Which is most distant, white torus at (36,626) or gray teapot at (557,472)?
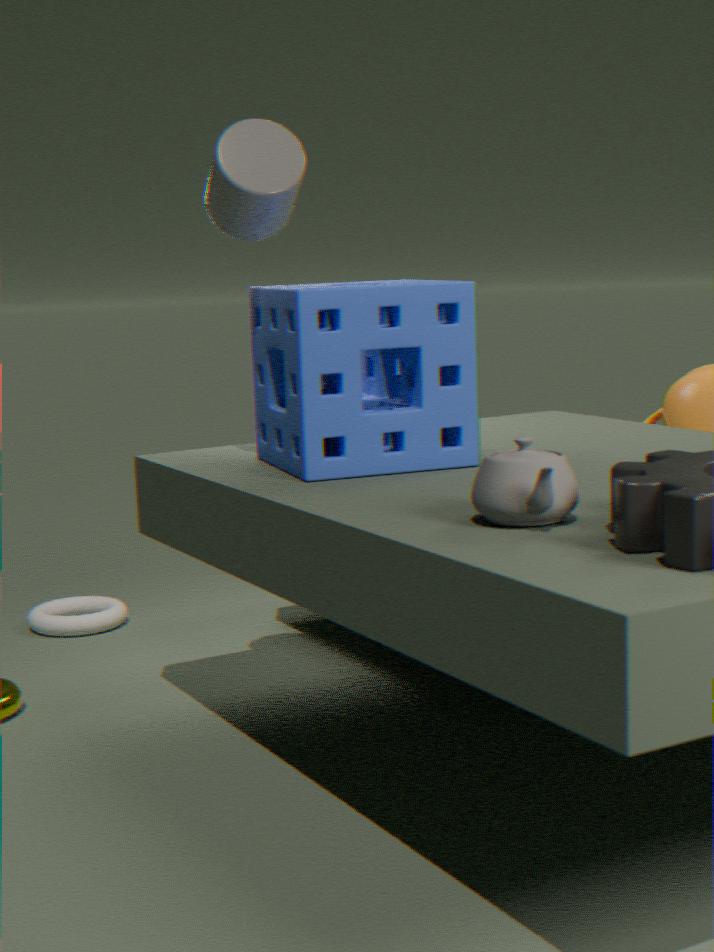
white torus at (36,626)
